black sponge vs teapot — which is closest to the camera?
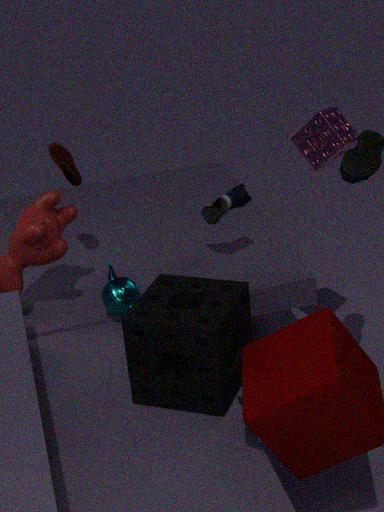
black sponge
